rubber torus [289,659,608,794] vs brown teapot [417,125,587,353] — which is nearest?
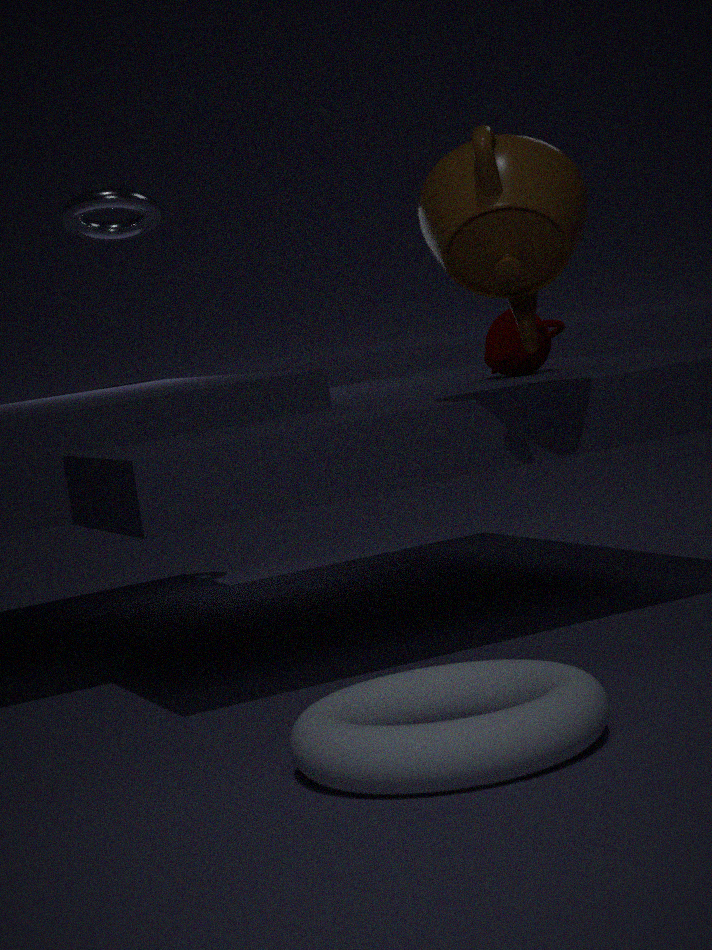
rubber torus [289,659,608,794]
